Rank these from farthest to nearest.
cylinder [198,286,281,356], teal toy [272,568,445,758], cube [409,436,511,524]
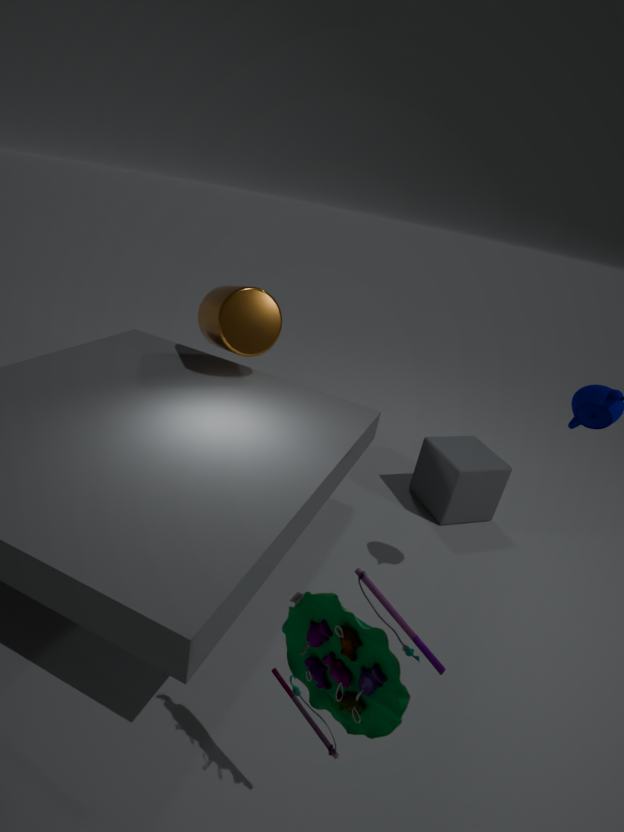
cube [409,436,511,524] < cylinder [198,286,281,356] < teal toy [272,568,445,758]
